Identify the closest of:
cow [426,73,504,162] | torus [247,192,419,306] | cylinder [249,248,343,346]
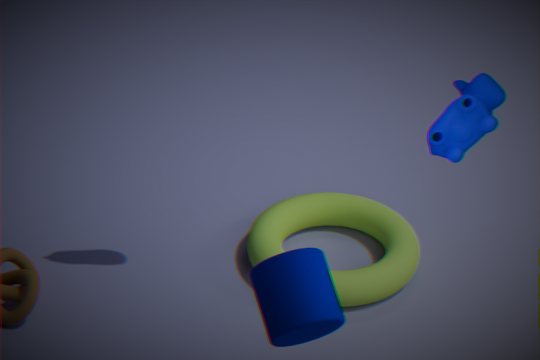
cow [426,73,504,162]
